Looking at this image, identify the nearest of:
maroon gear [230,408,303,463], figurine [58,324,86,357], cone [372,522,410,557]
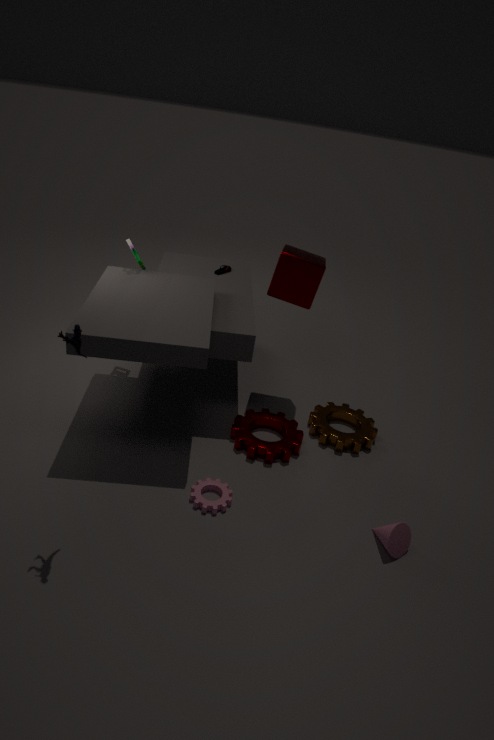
figurine [58,324,86,357]
